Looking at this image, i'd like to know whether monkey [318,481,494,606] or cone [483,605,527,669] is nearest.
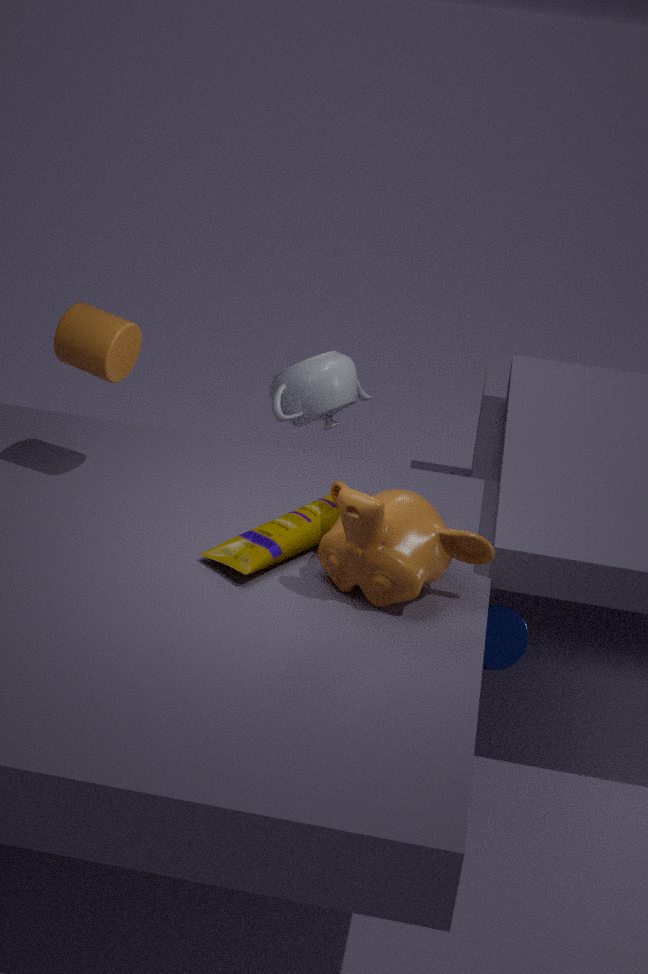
monkey [318,481,494,606]
